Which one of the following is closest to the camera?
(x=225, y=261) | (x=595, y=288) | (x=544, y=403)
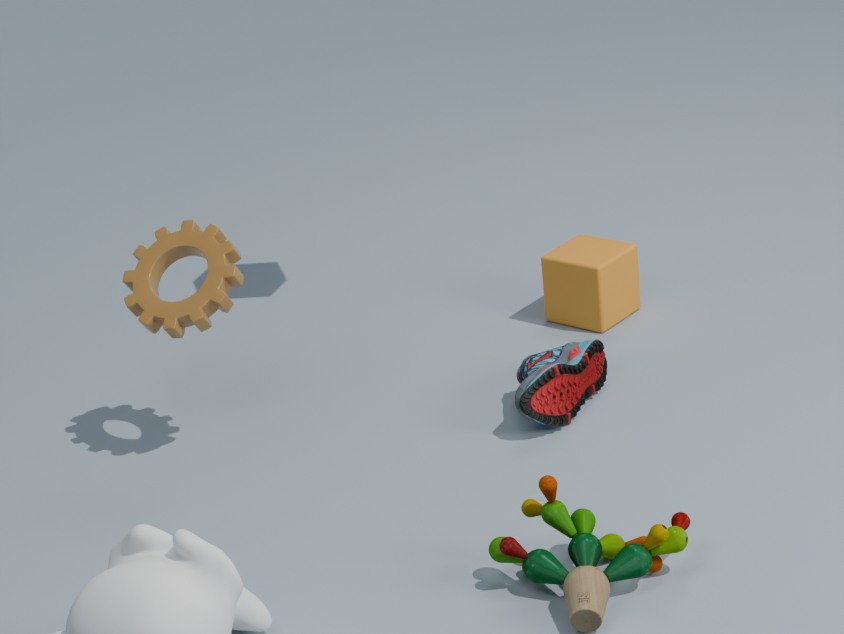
(x=225, y=261)
